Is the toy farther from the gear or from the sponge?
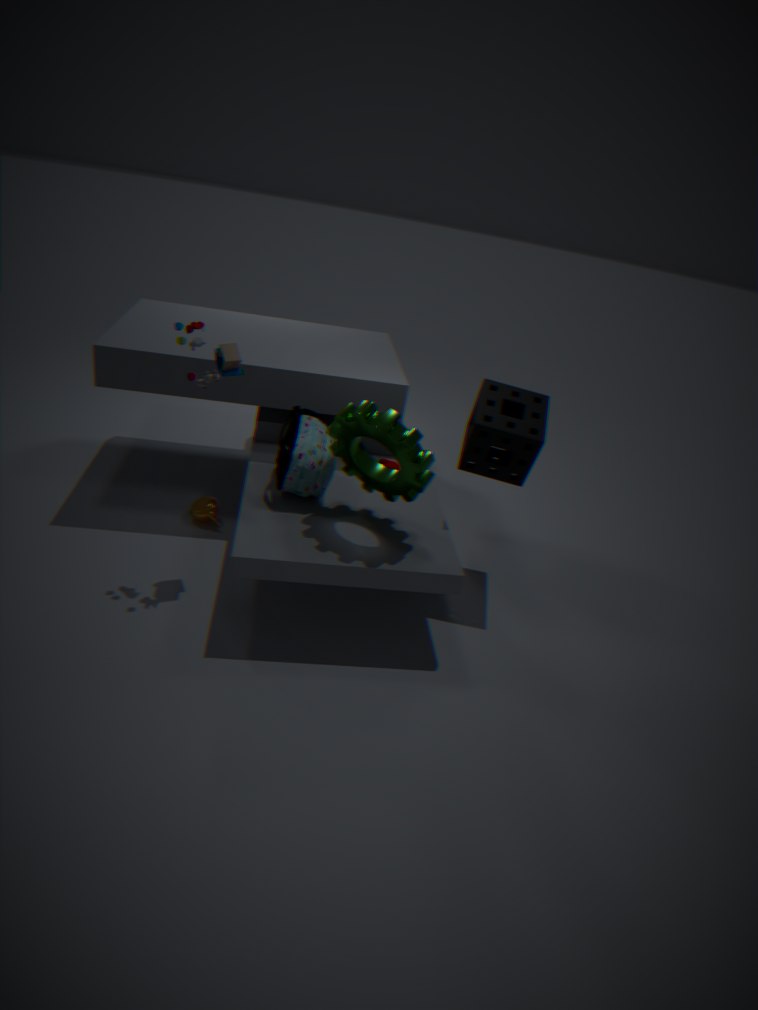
the sponge
